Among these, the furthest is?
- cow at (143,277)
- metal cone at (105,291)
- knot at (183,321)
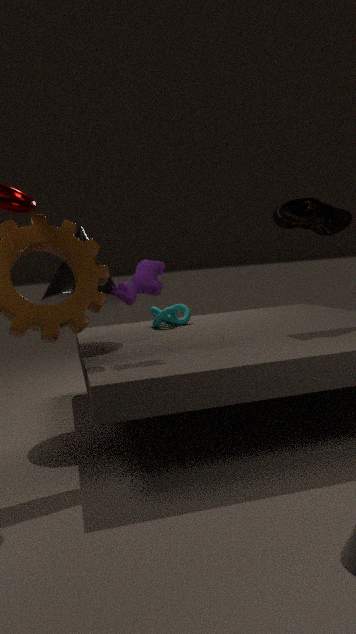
knot at (183,321)
